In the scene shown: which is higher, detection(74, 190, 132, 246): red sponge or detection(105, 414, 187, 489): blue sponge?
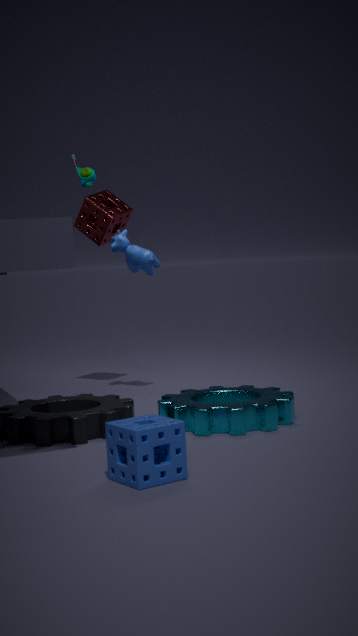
detection(74, 190, 132, 246): red sponge
